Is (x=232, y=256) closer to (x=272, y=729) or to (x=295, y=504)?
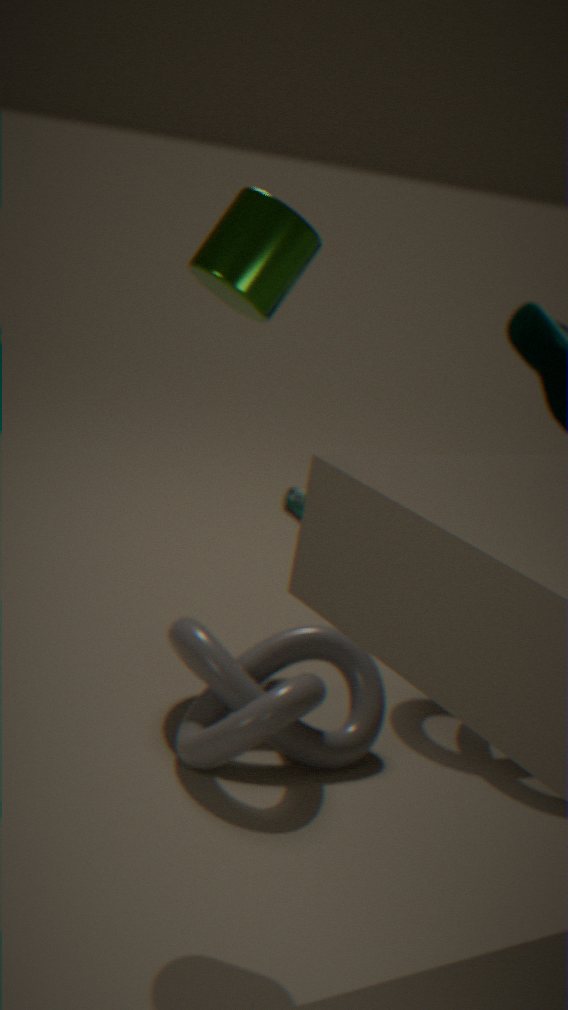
(x=272, y=729)
